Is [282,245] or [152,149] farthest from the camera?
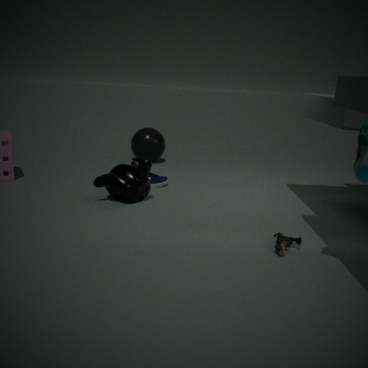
[152,149]
